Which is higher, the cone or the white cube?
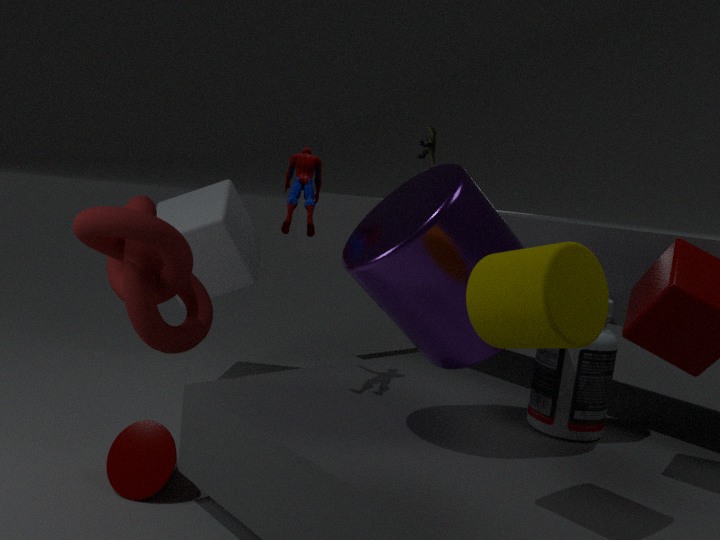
the white cube
